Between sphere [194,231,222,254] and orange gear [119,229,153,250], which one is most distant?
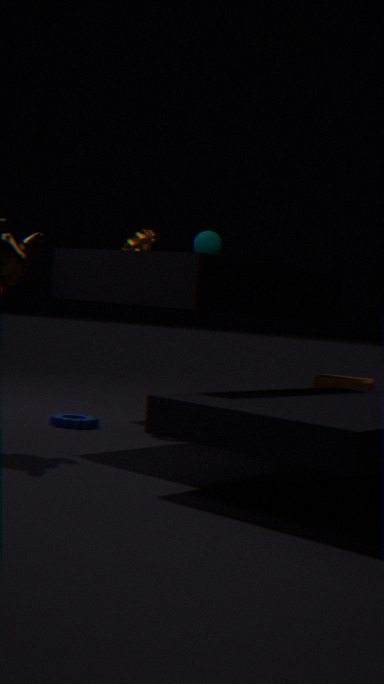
A: sphere [194,231,222,254]
